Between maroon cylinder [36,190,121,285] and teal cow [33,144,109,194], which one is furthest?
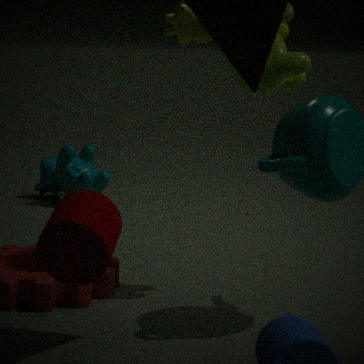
teal cow [33,144,109,194]
